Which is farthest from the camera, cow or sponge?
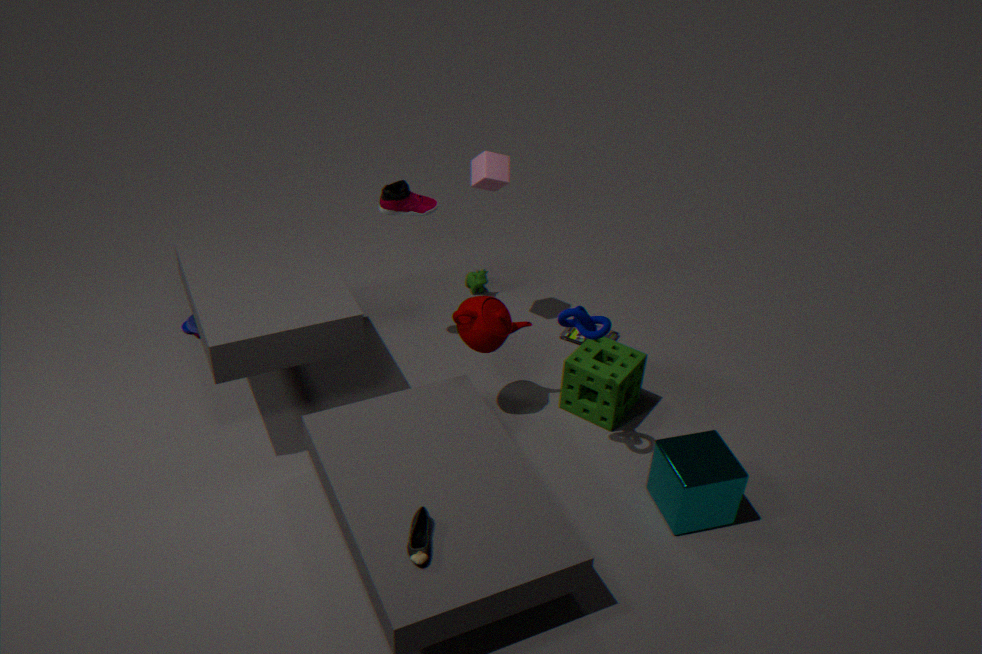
cow
